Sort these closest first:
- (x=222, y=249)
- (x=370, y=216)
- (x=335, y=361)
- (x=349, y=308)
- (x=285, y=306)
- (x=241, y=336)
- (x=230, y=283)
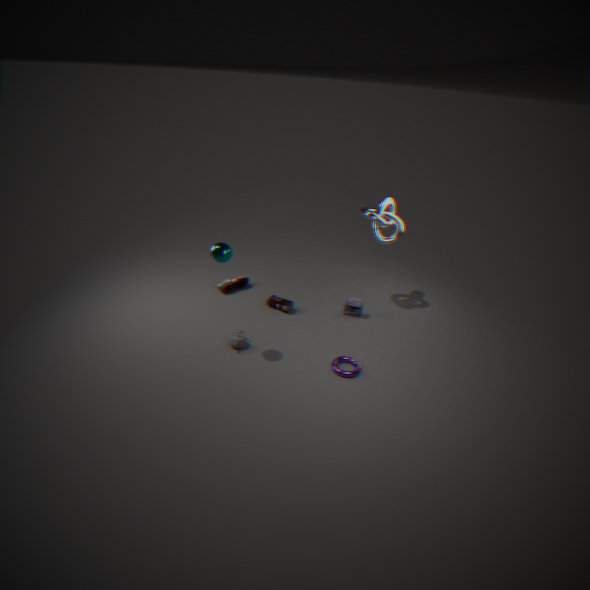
(x=222, y=249), (x=335, y=361), (x=241, y=336), (x=370, y=216), (x=285, y=306), (x=349, y=308), (x=230, y=283)
